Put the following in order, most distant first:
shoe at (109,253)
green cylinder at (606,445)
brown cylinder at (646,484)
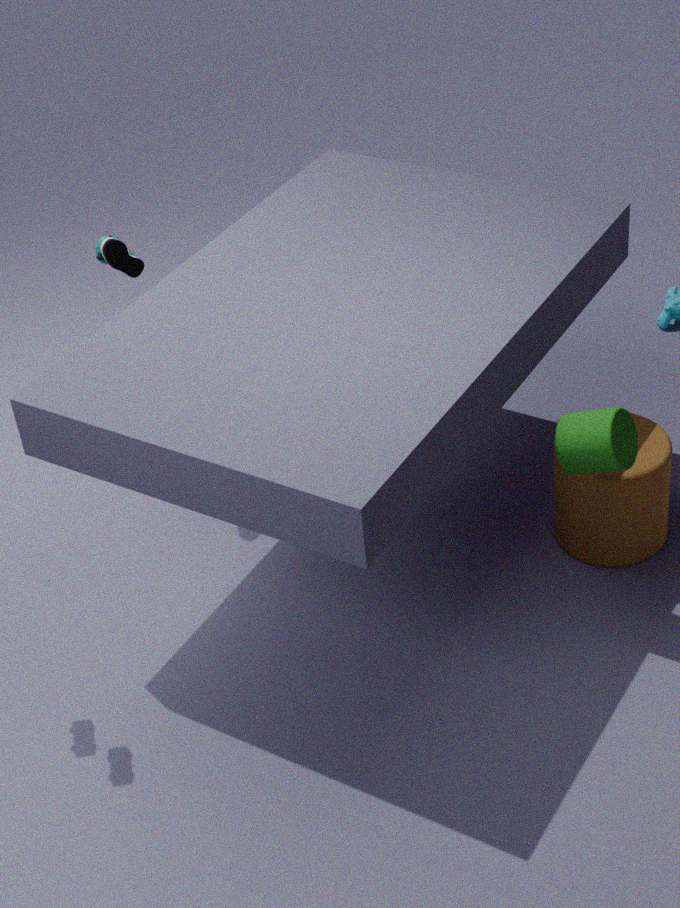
shoe at (109,253)
brown cylinder at (646,484)
green cylinder at (606,445)
